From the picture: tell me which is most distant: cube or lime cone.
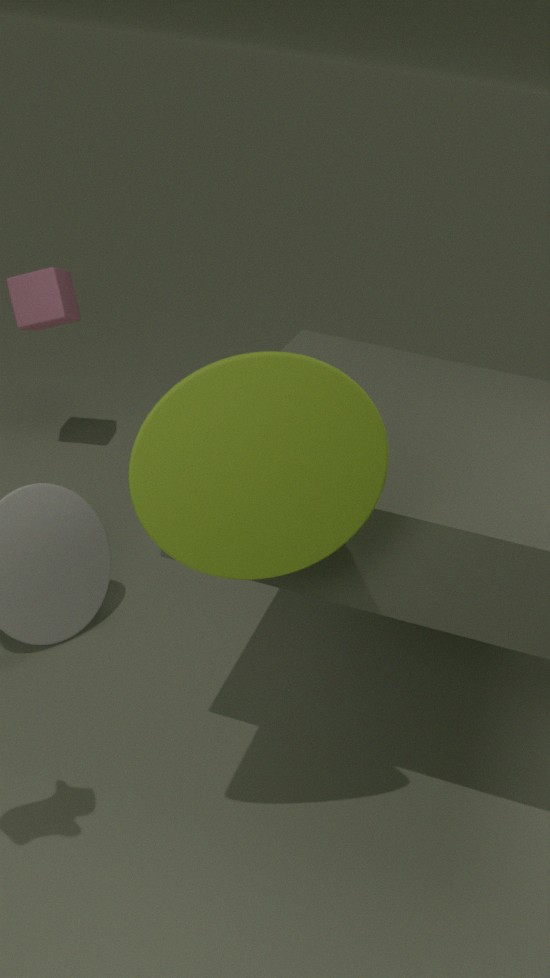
cube
